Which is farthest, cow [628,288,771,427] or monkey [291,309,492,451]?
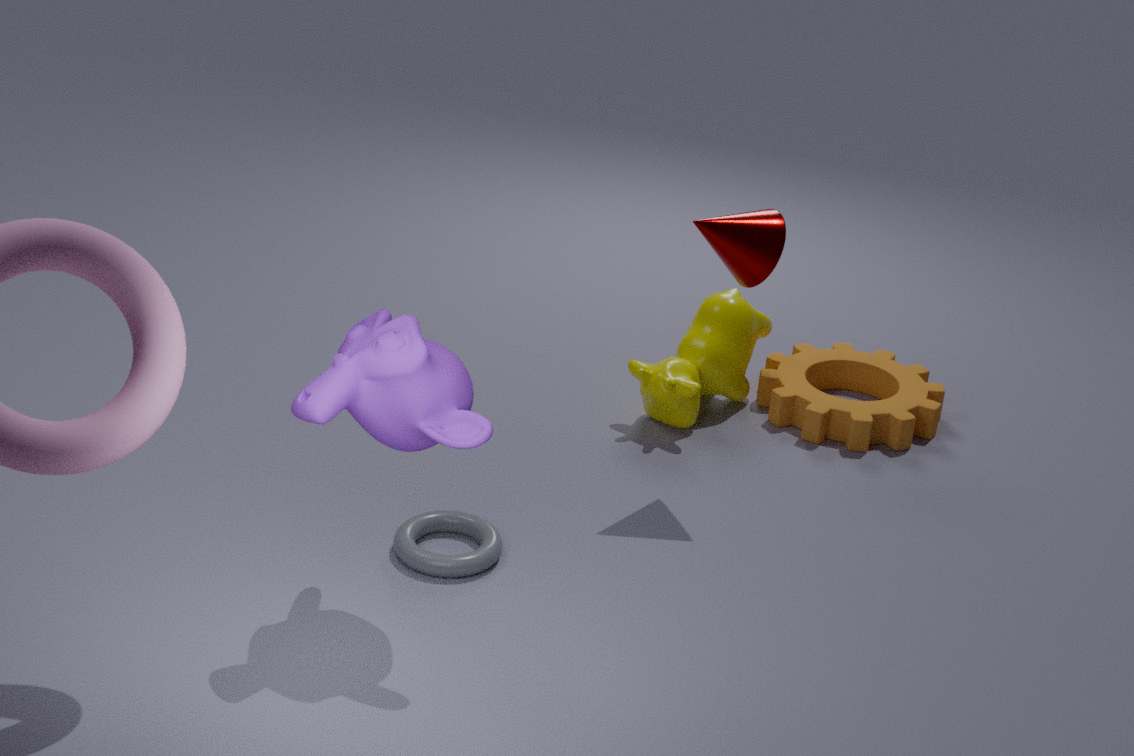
cow [628,288,771,427]
